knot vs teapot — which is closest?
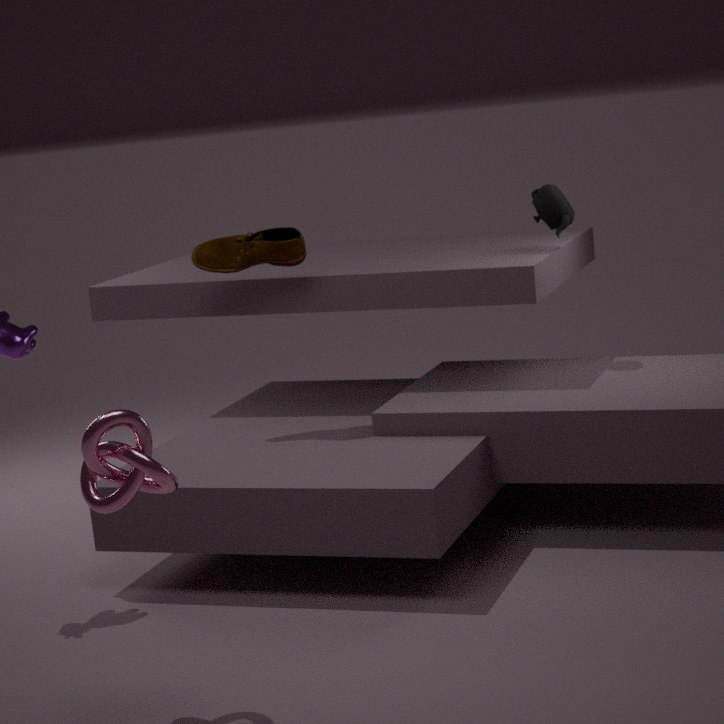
knot
